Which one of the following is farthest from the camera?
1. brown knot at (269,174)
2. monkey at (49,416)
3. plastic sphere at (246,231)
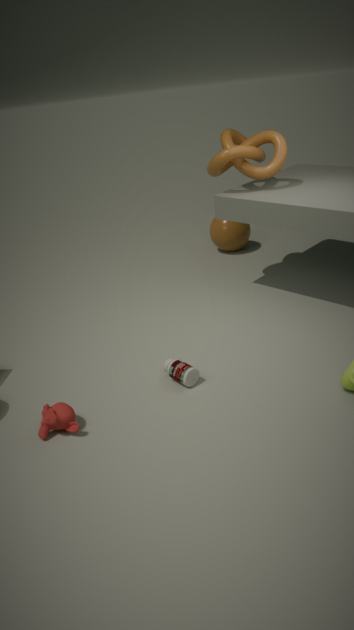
plastic sphere at (246,231)
